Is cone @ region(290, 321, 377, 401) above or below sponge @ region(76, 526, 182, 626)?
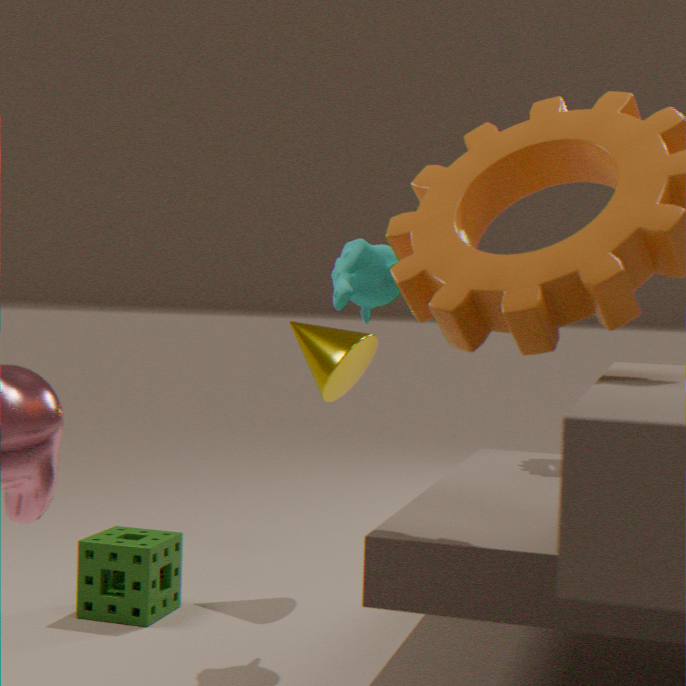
above
